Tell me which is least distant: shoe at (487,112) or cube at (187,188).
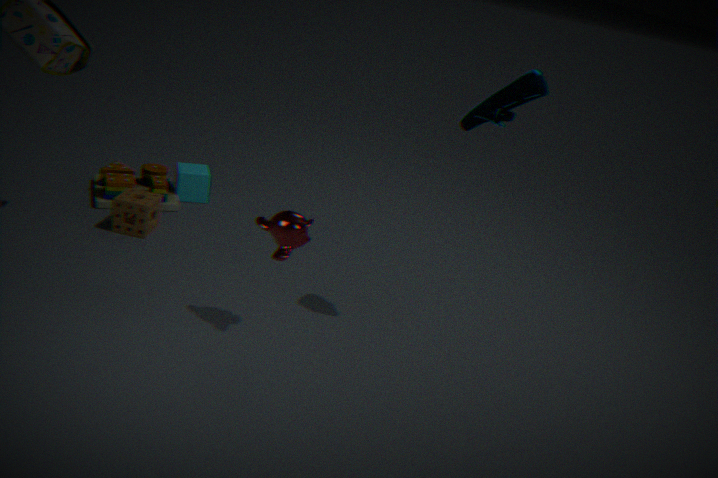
shoe at (487,112)
